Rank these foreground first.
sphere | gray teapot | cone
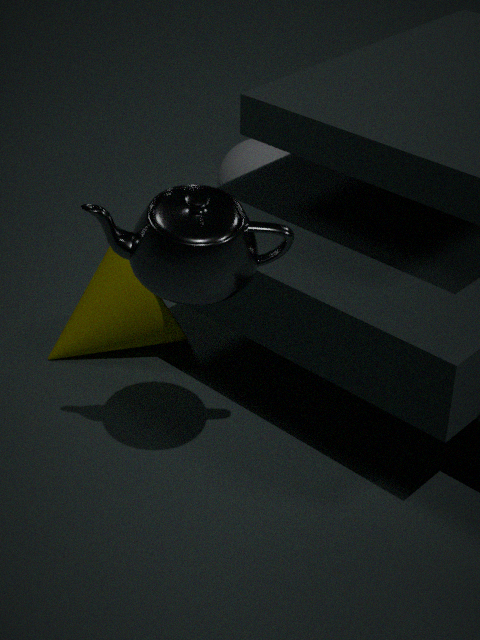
gray teapot → cone → sphere
